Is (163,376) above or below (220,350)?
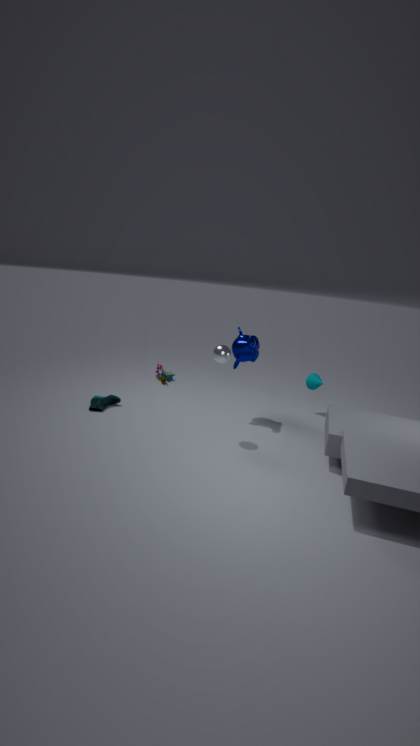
below
